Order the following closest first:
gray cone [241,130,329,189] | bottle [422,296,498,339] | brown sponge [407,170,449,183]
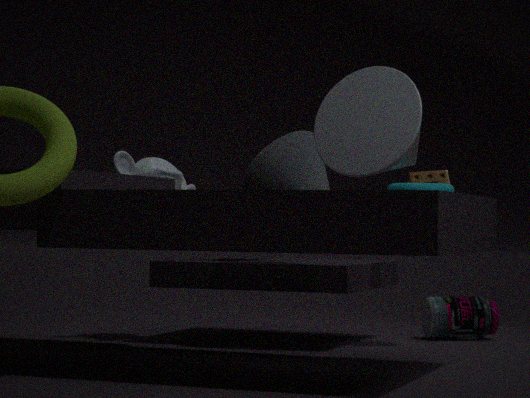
1. gray cone [241,130,329,189]
2. brown sponge [407,170,449,183]
3. bottle [422,296,498,339]
